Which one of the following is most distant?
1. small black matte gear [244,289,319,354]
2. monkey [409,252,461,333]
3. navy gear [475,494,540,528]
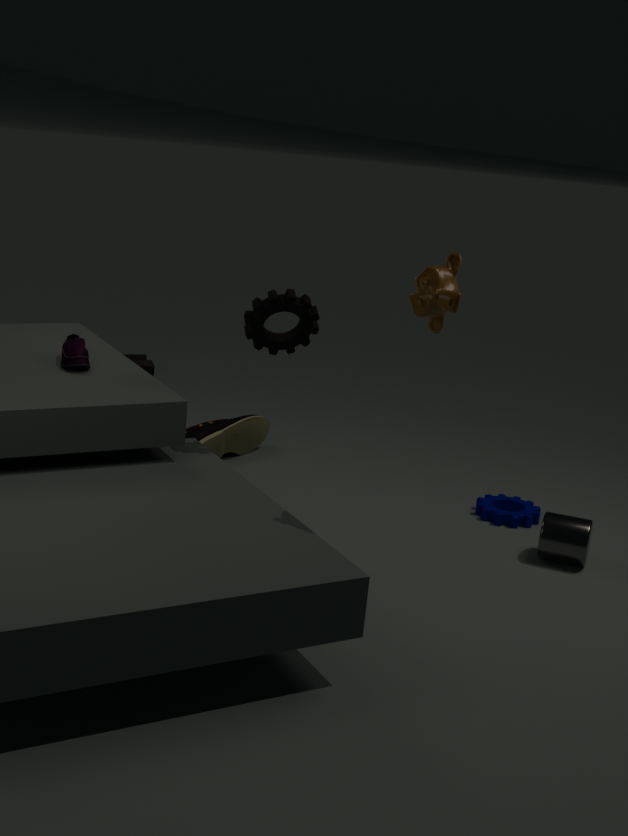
navy gear [475,494,540,528]
